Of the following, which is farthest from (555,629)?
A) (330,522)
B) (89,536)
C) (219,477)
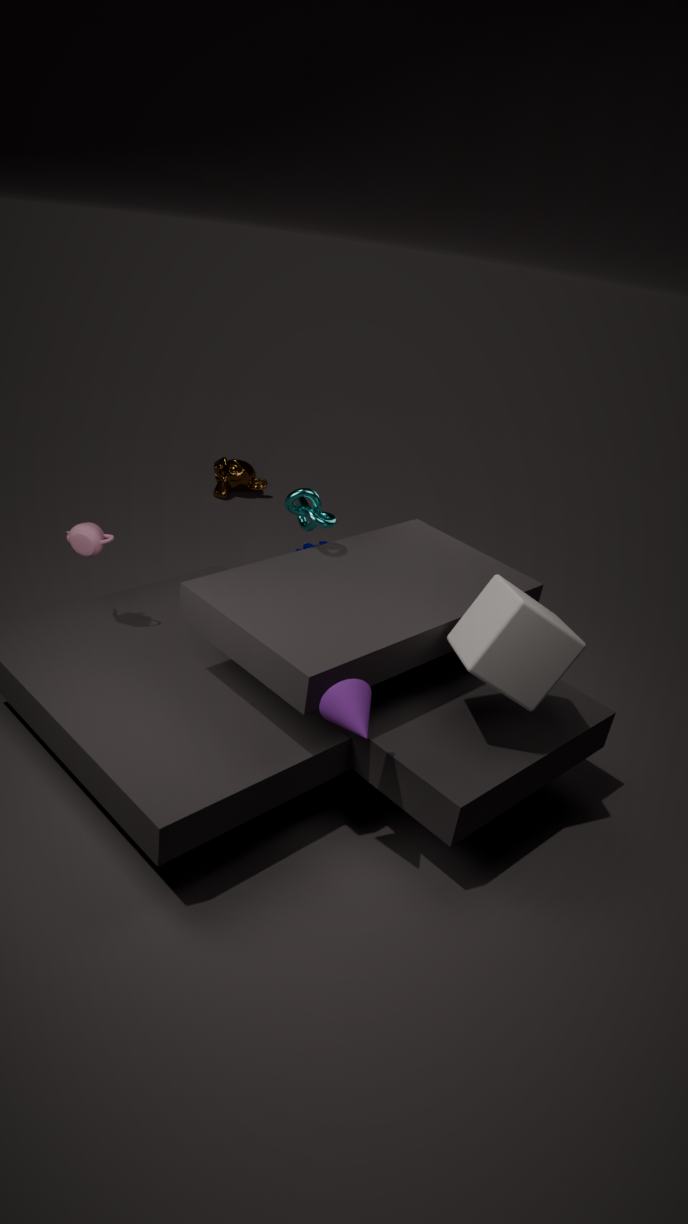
(219,477)
